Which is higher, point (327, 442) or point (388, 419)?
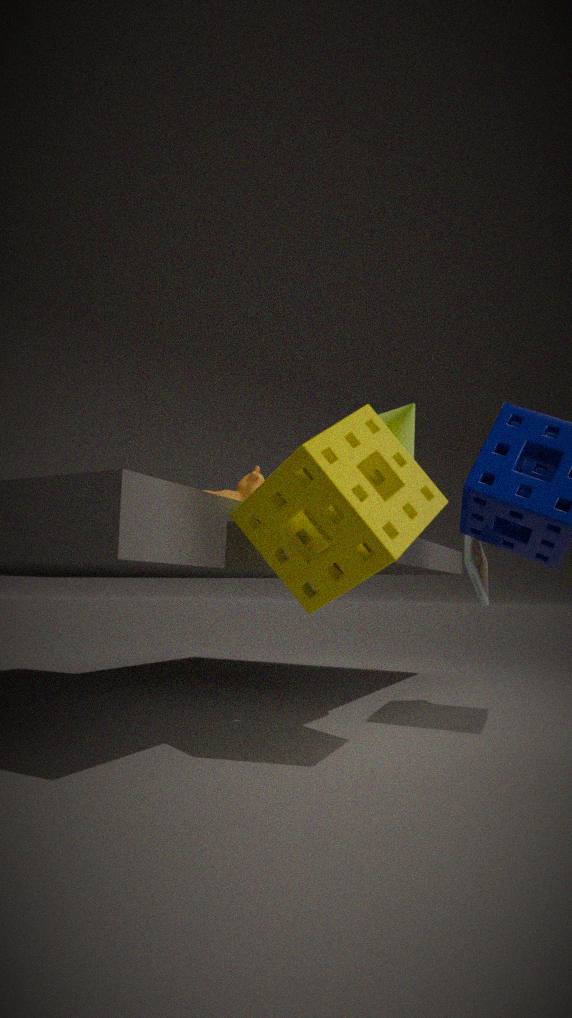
point (388, 419)
